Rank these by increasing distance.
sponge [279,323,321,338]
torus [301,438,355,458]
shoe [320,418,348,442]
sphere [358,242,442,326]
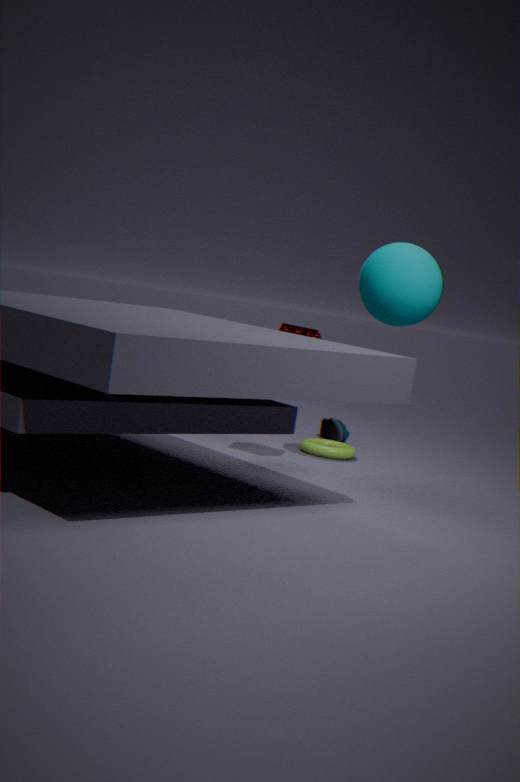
sphere [358,242,442,326], sponge [279,323,321,338], torus [301,438,355,458], shoe [320,418,348,442]
